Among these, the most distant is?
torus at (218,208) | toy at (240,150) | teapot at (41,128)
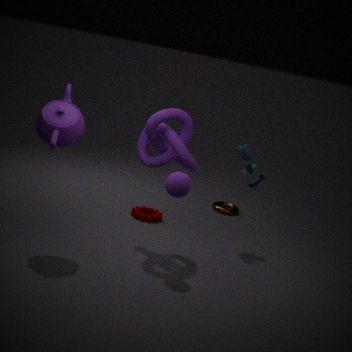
torus at (218,208)
